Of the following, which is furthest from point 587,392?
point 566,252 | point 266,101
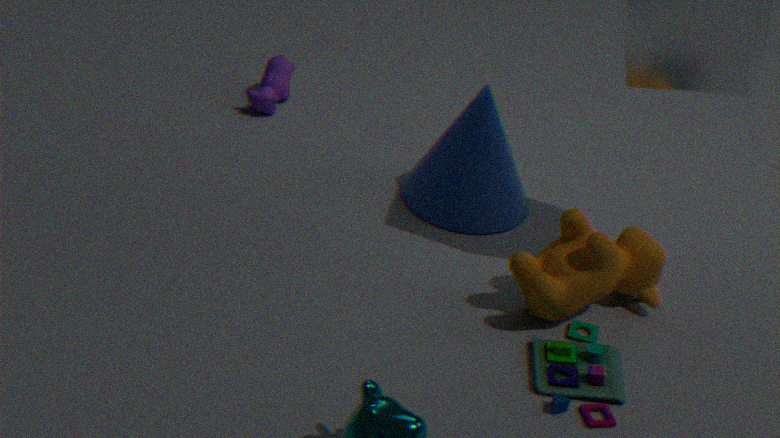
point 266,101
